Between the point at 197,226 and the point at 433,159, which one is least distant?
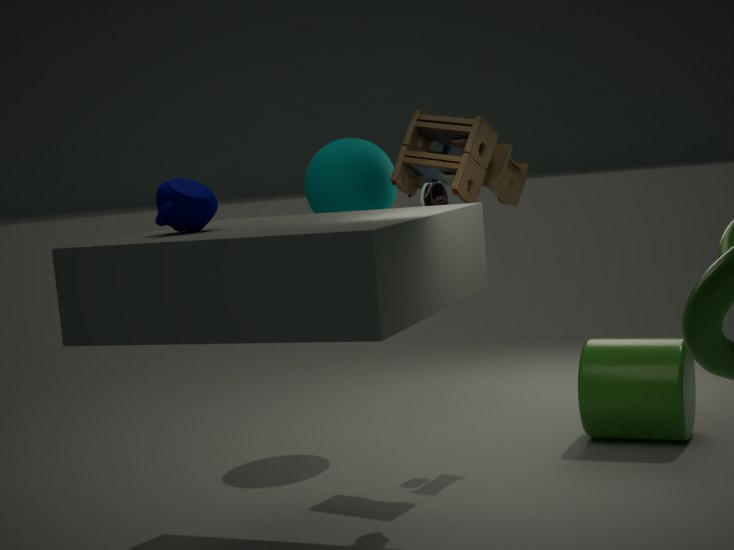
the point at 197,226
